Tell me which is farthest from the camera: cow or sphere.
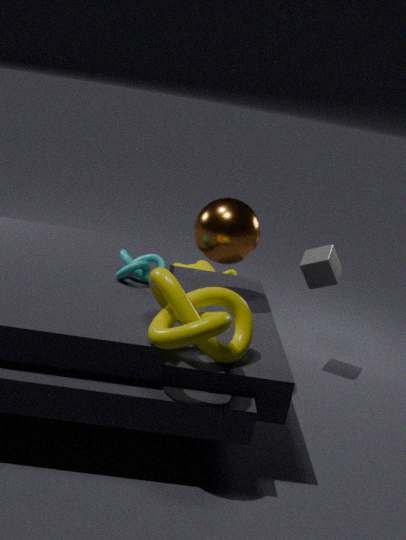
cow
